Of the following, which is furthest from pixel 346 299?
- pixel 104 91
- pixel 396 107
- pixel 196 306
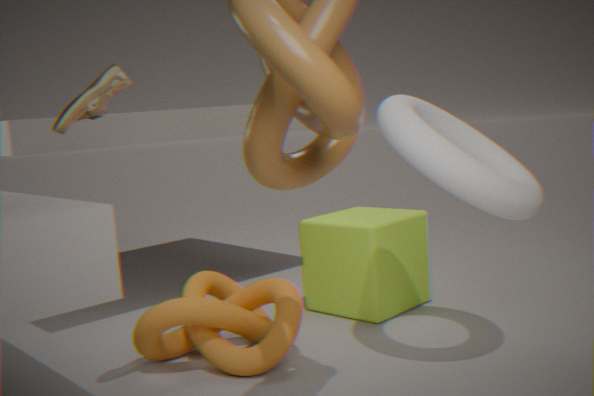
pixel 104 91
